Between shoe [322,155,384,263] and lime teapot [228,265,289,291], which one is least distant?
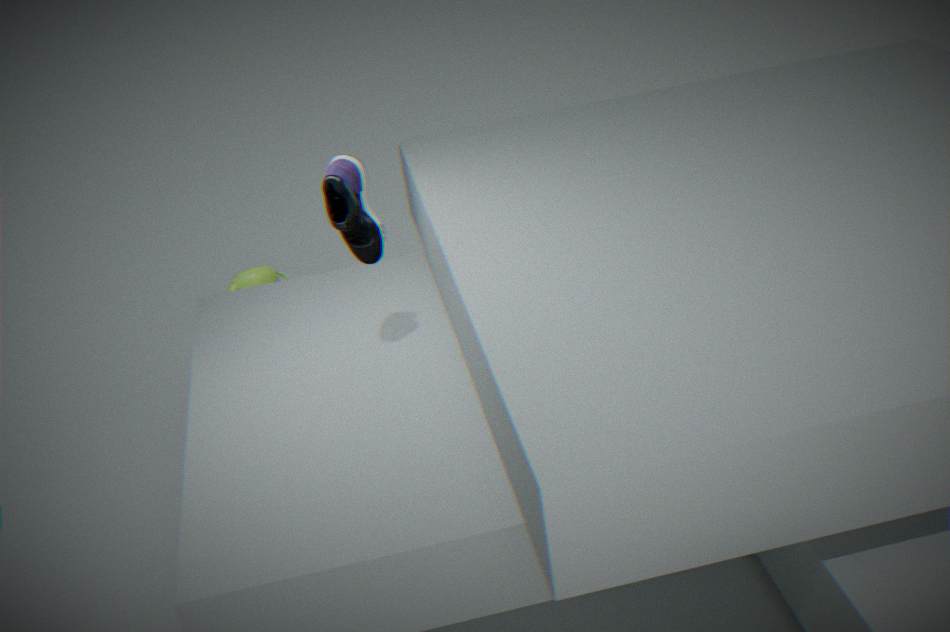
shoe [322,155,384,263]
